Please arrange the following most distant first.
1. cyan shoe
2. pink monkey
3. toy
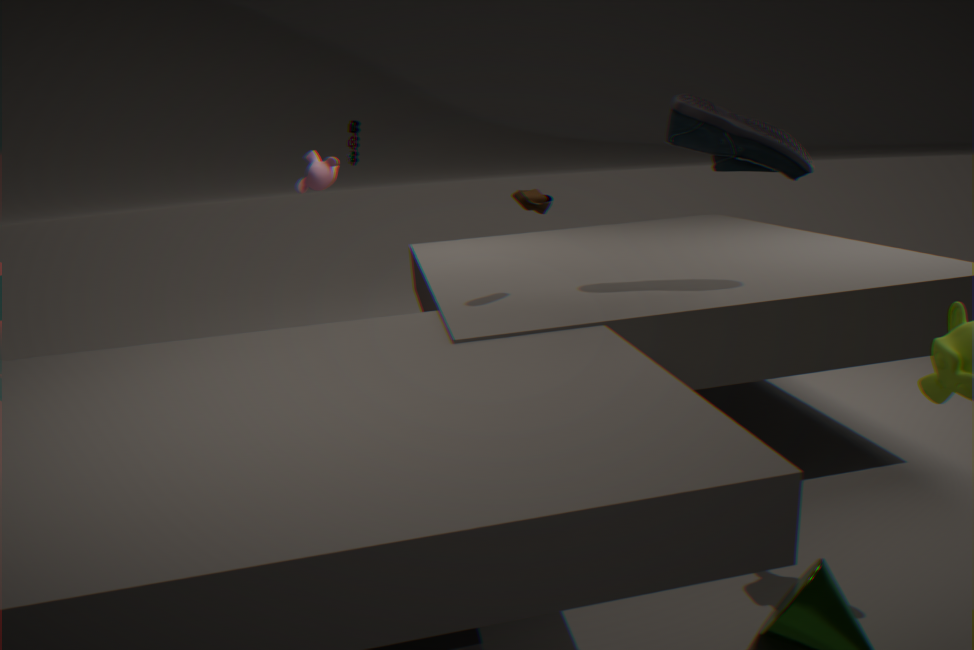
pink monkey < toy < cyan shoe
